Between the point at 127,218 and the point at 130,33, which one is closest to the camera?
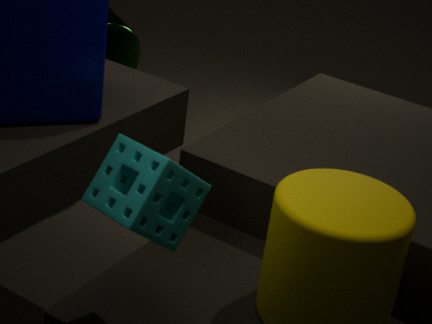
the point at 127,218
